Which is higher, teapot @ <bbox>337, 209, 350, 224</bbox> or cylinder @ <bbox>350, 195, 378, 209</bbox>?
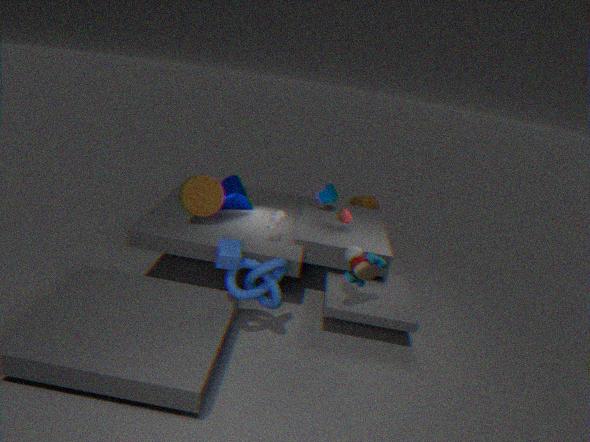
teapot @ <bbox>337, 209, 350, 224</bbox>
